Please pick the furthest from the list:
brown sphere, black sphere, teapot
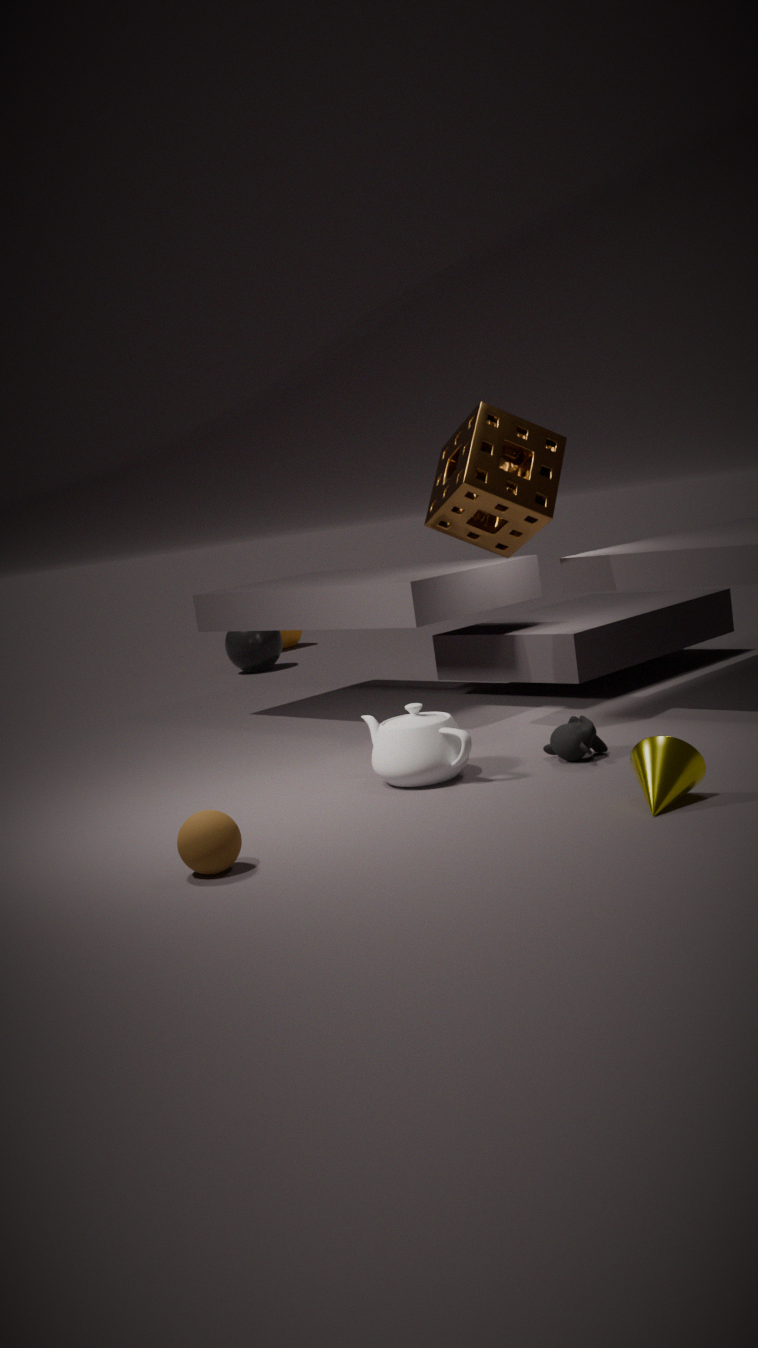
black sphere
